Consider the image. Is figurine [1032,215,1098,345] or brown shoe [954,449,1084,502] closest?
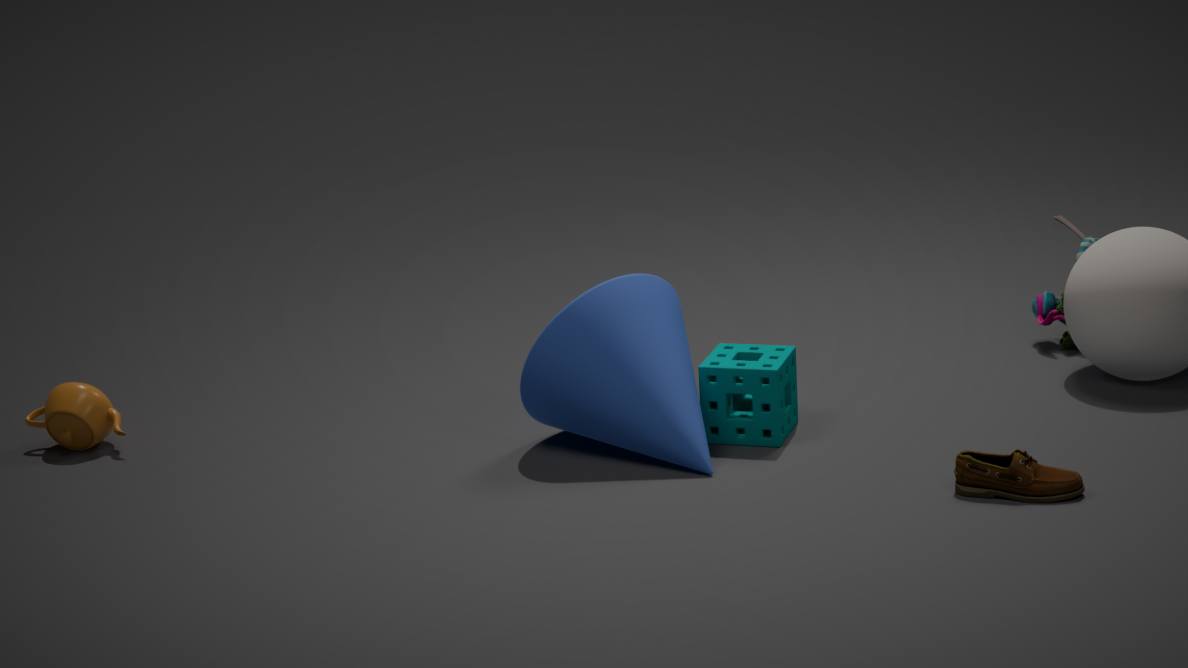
brown shoe [954,449,1084,502]
